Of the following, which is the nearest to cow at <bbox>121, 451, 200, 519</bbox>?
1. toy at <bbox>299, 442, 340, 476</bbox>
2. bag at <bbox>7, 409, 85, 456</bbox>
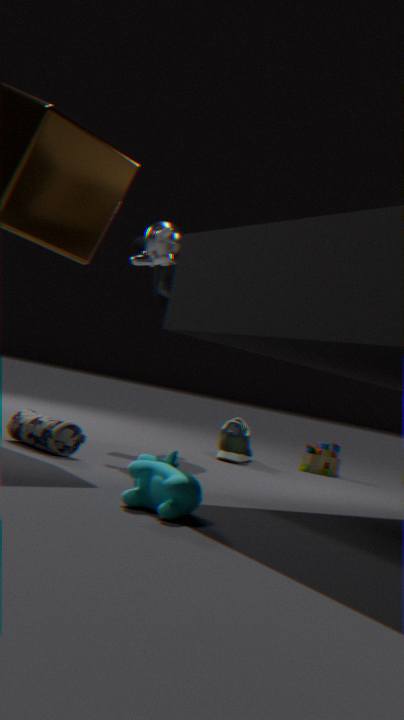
bag at <bbox>7, 409, 85, 456</bbox>
